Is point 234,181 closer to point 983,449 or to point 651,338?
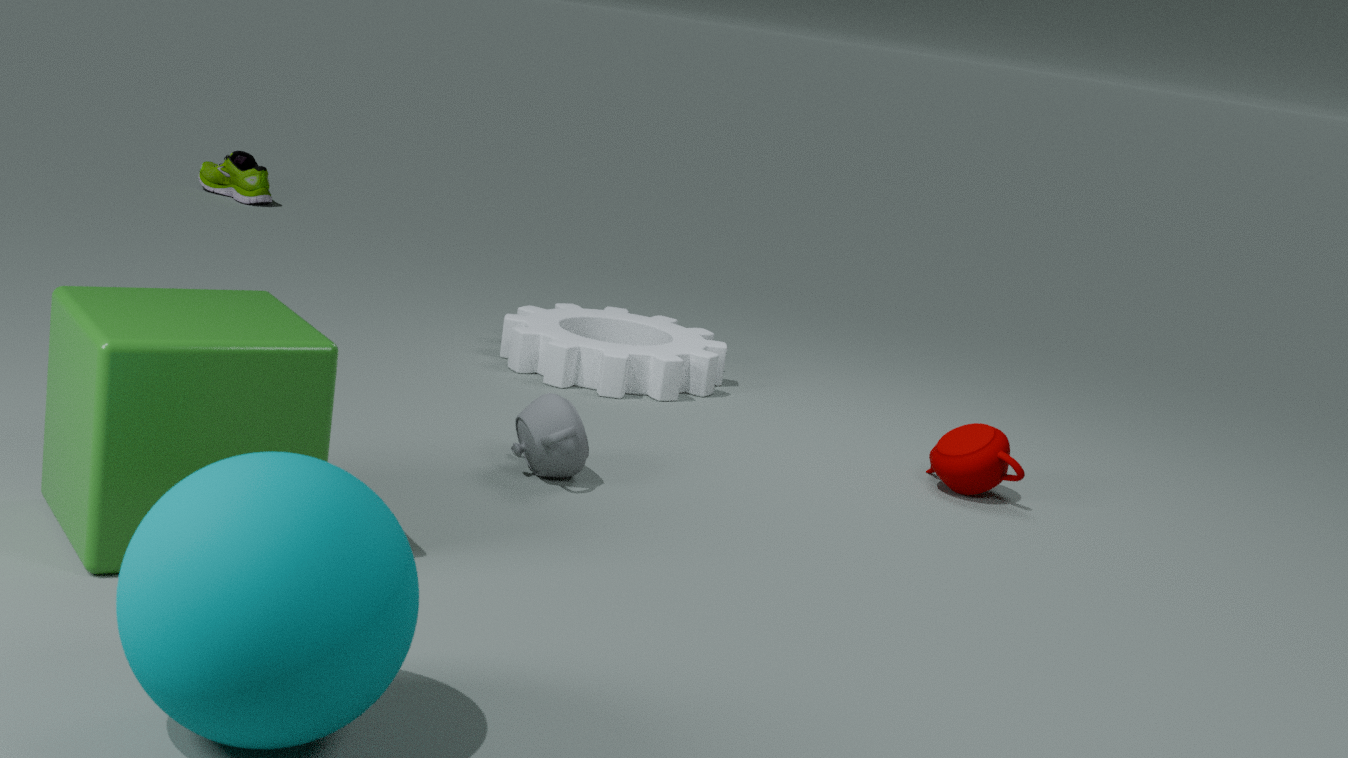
point 651,338
